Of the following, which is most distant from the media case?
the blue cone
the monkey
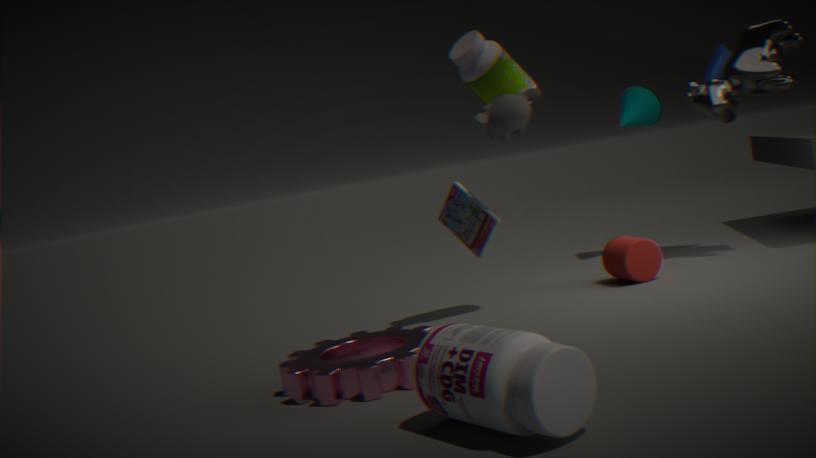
the blue cone
